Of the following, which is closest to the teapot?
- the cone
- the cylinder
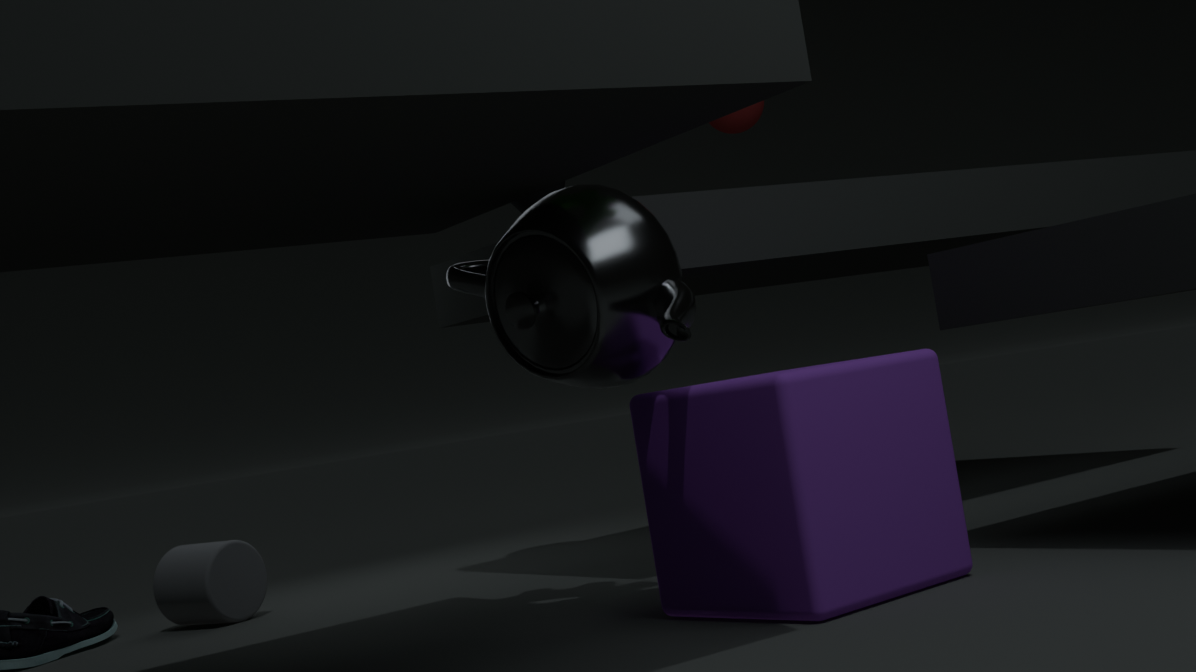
the cone
